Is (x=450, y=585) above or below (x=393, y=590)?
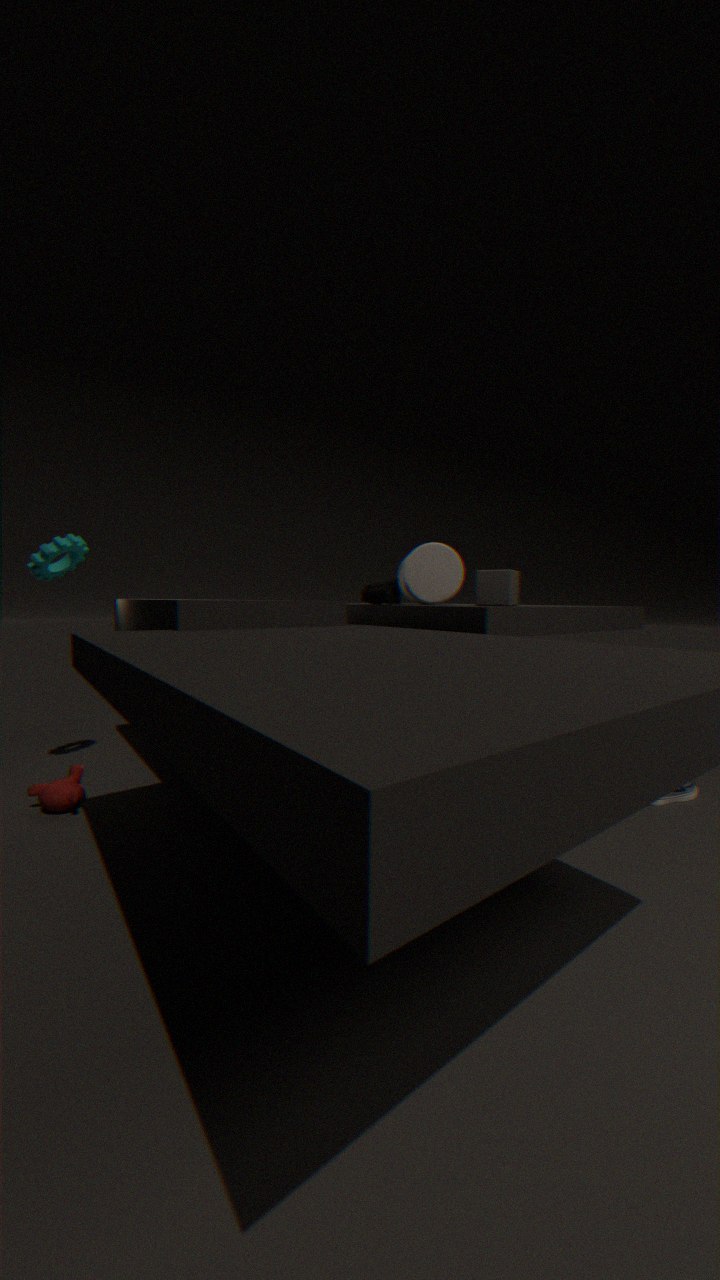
above
